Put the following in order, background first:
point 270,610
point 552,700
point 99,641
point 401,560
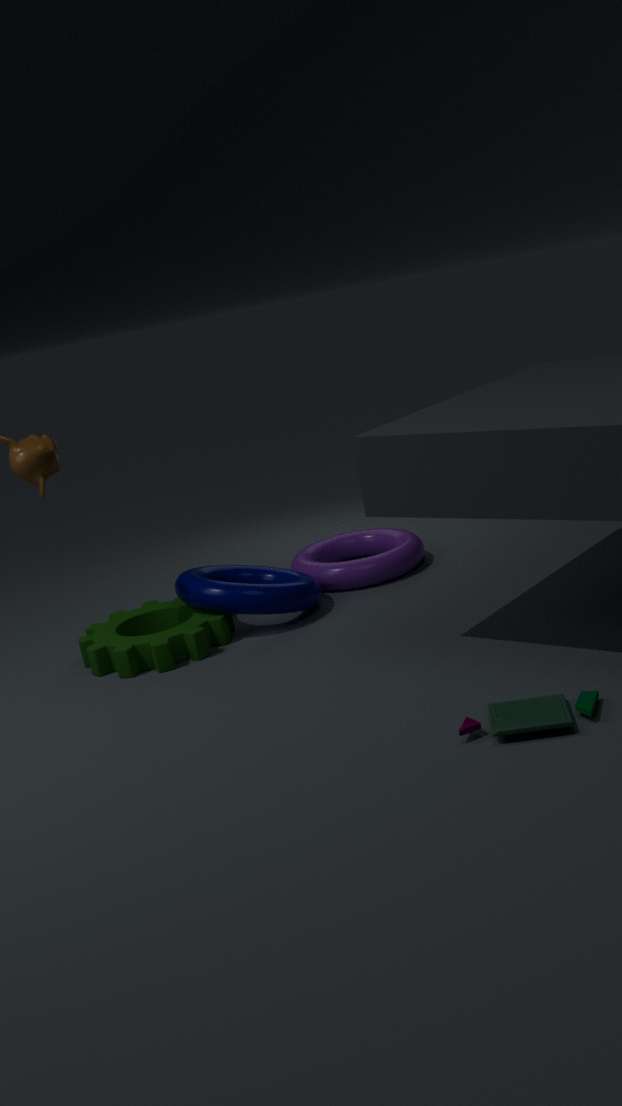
point 401,560 < point 99,641 < point 270,610 < point 552,700
